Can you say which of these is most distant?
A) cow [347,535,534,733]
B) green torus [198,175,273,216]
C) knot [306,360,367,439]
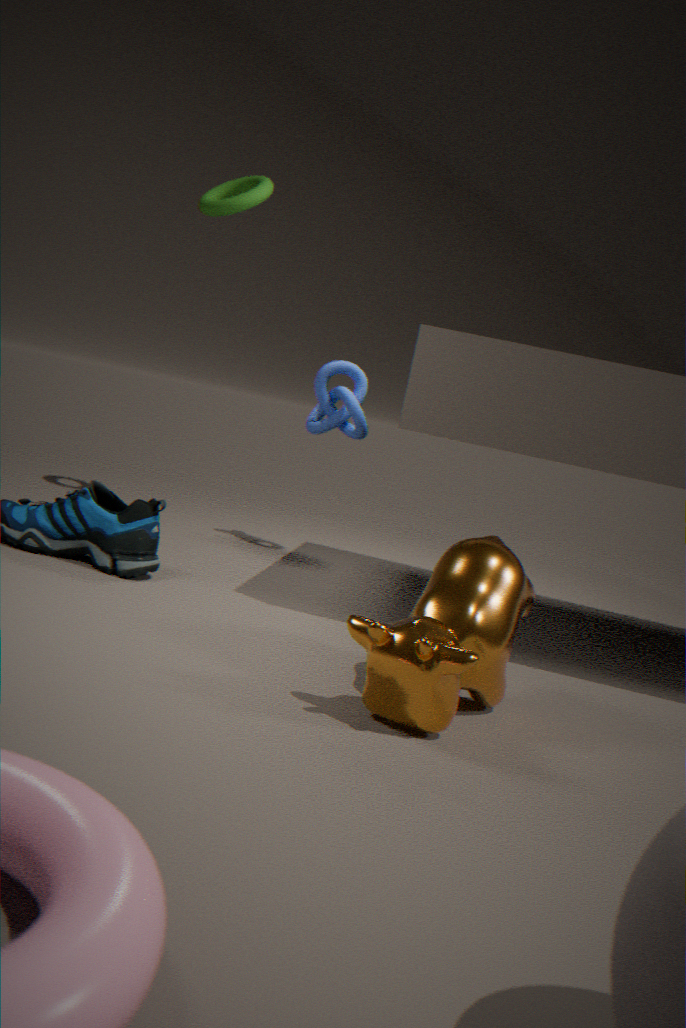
green torus [198,175,273,216]
